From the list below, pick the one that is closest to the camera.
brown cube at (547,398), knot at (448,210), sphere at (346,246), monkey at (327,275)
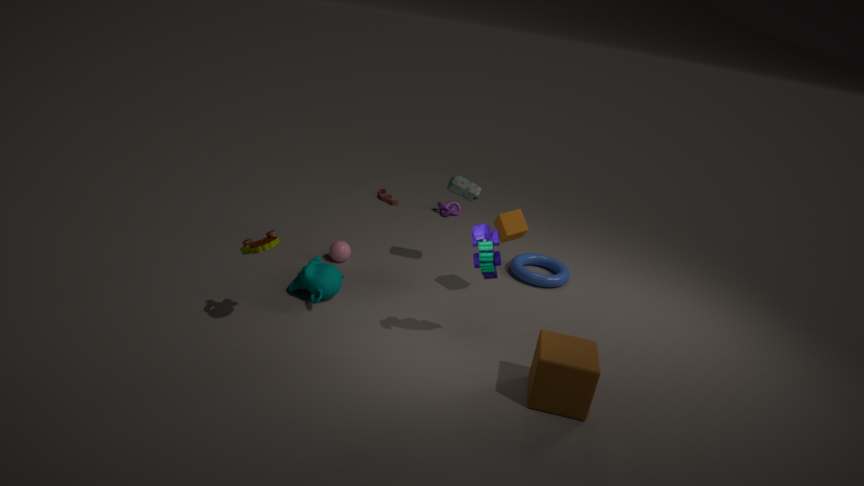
brown cube at (547,398)
